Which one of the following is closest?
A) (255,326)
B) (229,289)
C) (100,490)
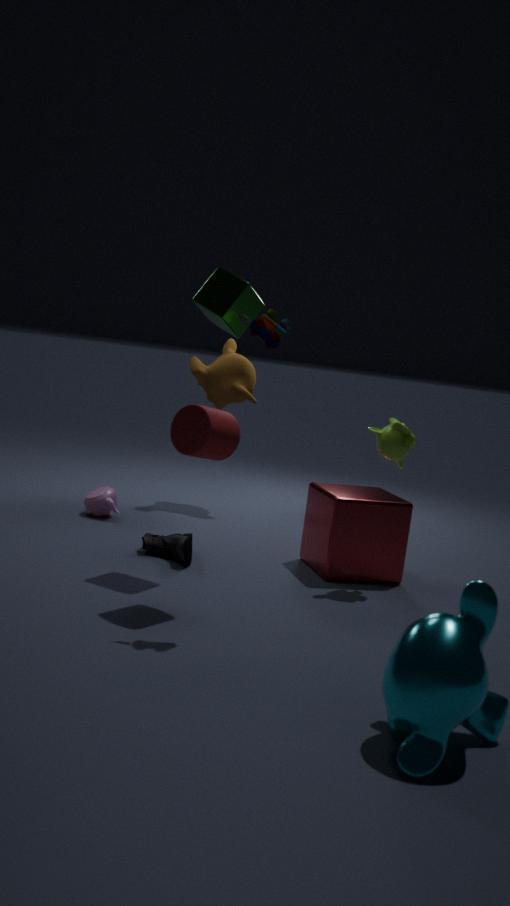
(255,326)
